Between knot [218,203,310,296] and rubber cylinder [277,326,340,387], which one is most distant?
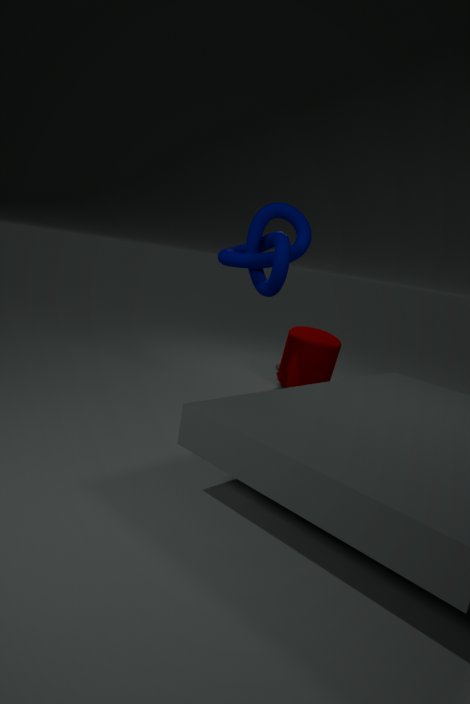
rubber cylinder [277,326,340,387]
